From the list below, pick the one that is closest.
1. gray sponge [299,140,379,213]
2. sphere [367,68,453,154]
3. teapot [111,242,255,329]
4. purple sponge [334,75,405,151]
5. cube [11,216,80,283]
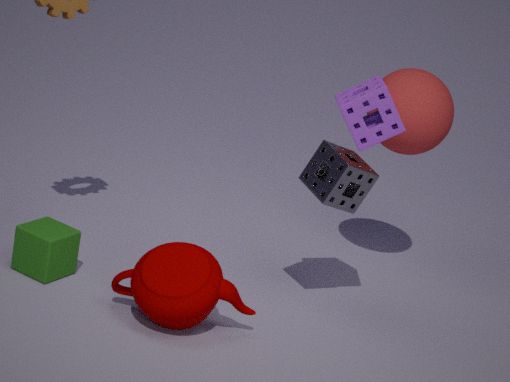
purple sponge [334,75,405,151]
